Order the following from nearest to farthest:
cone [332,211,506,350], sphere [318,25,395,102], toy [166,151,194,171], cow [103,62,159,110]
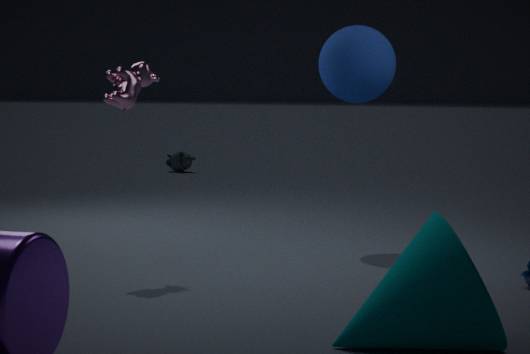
cone [332,211,506,350]
cow [103,62,159,110]
sphere [318,25,395,102]
toy [166,151,194,171]
